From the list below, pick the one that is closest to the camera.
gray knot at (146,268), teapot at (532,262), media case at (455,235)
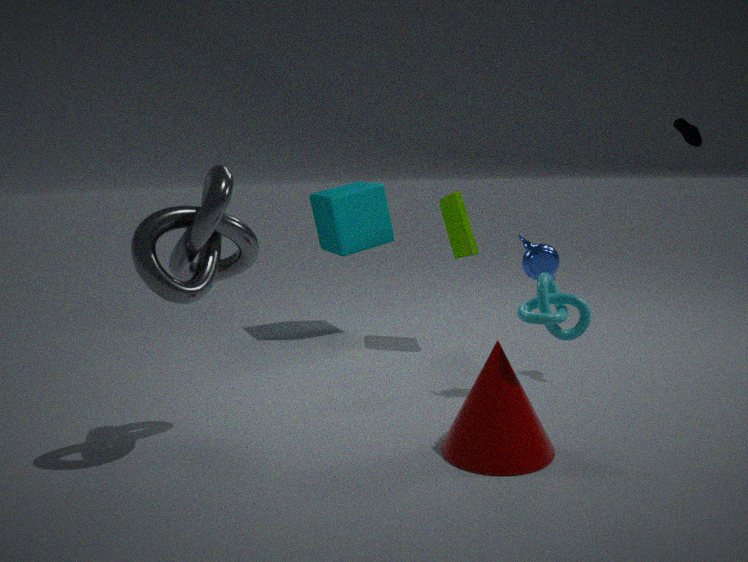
gray knot at (146,268)
